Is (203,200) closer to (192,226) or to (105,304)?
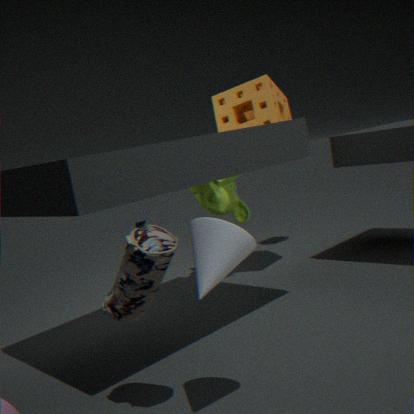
(105,304)
